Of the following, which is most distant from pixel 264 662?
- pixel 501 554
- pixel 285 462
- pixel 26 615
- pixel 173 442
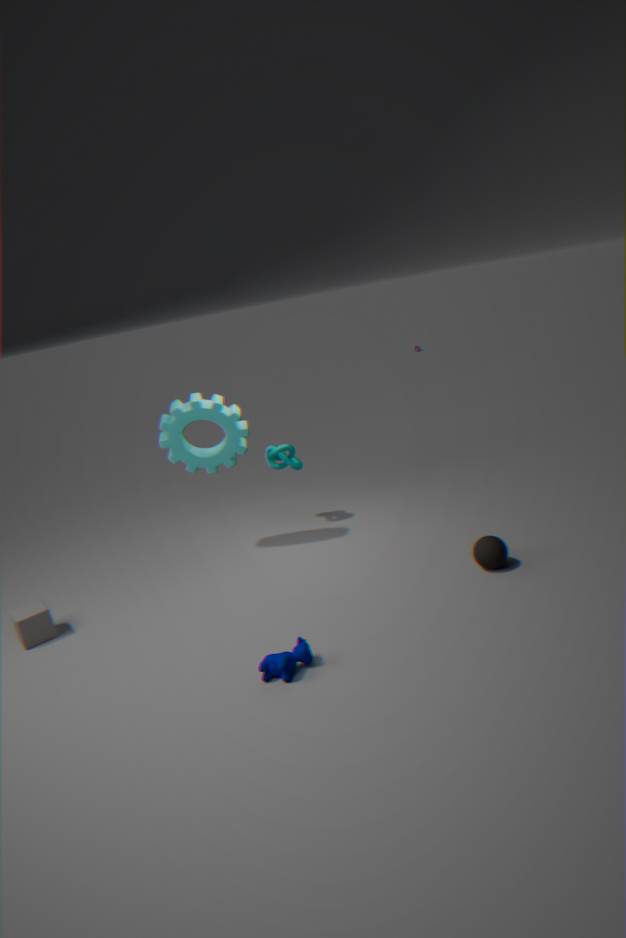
pixel 285 462
